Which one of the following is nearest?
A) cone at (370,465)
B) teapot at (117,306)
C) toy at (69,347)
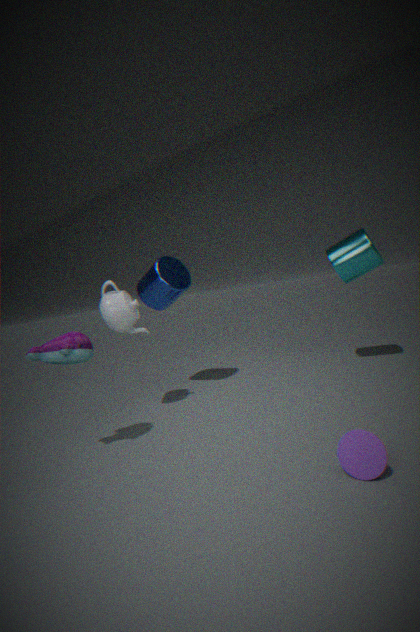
cone at (370,465)
